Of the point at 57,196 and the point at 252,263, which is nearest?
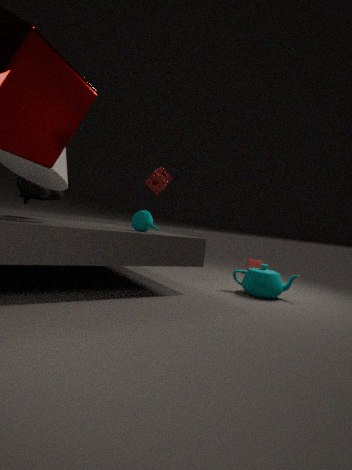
the point at 57,196
